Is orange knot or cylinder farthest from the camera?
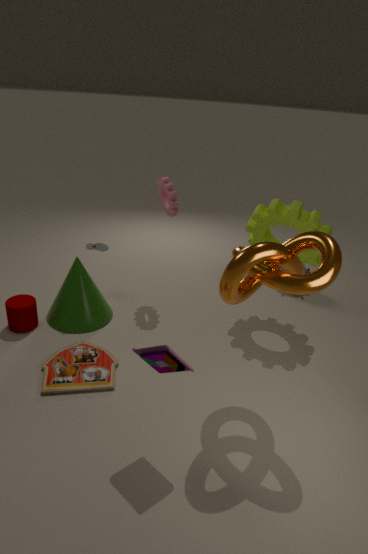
cylinder
